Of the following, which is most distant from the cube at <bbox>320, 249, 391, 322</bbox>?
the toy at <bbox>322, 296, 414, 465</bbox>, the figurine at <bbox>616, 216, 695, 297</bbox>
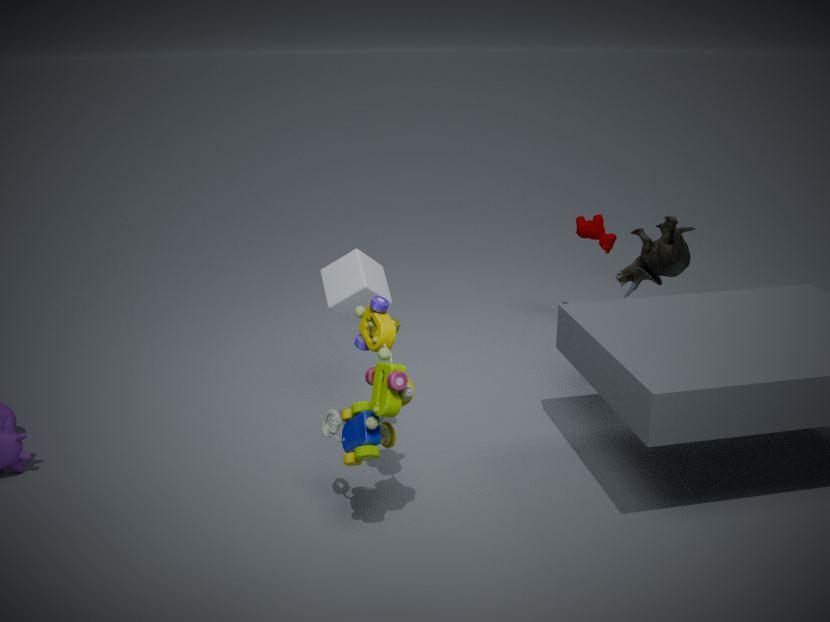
the figurine at <bbox>616, 216, 695, 297</bbox>
